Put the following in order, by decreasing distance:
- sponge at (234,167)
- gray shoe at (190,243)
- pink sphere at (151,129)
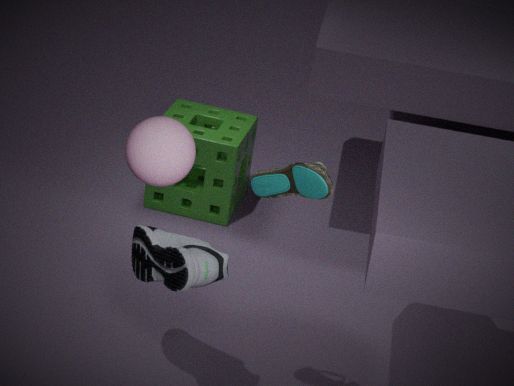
1. sponge at (234,167)
2. gray shoe at (190,243)
3. pink sphere at (151,129)
